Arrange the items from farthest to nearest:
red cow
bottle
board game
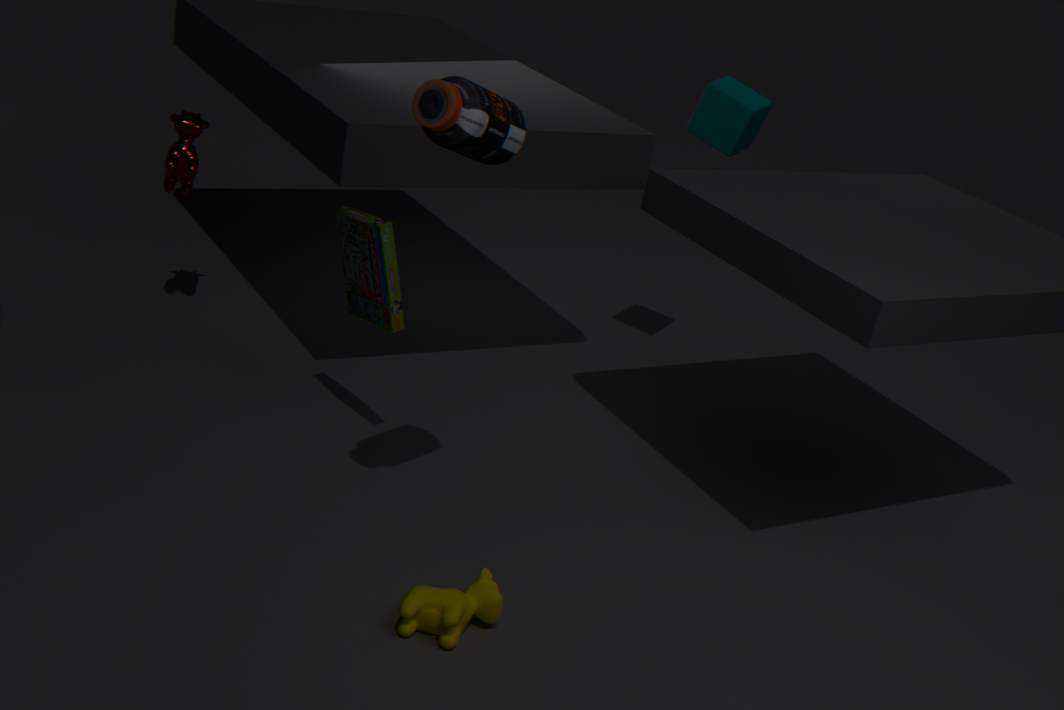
1. red cow
2. board game
3. bottle
